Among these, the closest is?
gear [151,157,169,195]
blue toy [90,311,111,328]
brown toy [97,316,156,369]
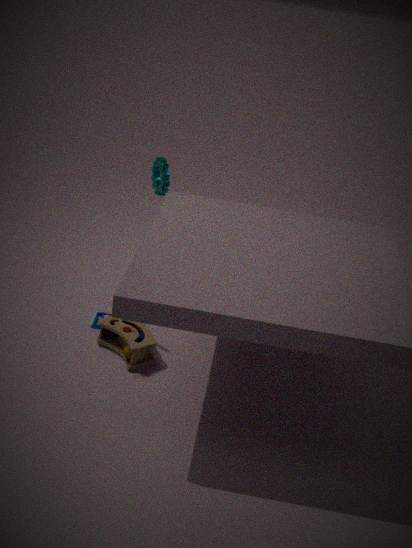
brown toy [97,316,156,369]
